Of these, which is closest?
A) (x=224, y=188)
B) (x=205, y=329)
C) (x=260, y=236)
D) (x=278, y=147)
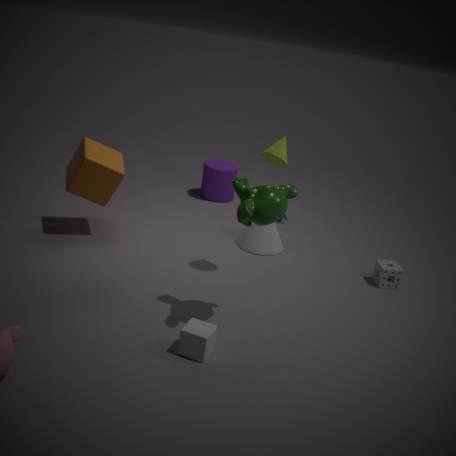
(x=205, y=329)
